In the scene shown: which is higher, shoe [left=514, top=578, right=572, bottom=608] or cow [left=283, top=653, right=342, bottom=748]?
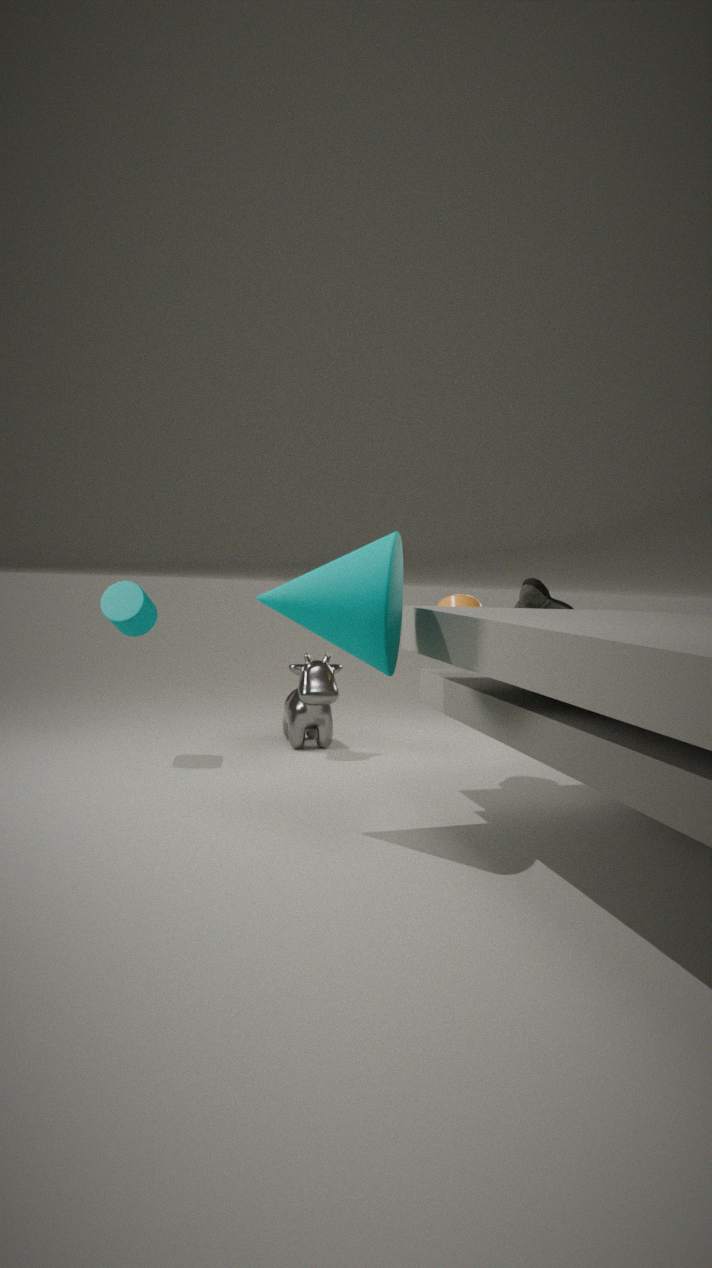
shoe [left=514, top=578, right=572, bottom=608]
